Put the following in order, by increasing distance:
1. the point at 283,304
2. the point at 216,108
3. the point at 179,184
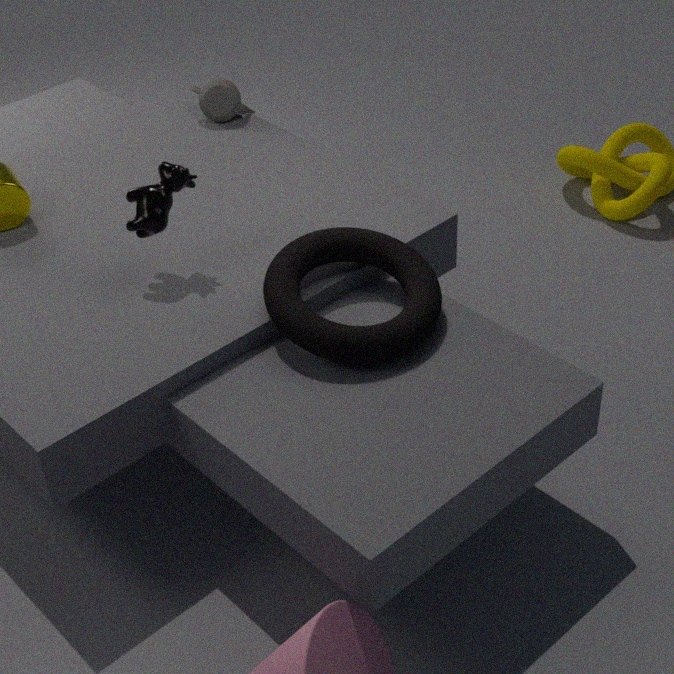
the point at 283,304 < the point at 179,184 < the point at 216,108
